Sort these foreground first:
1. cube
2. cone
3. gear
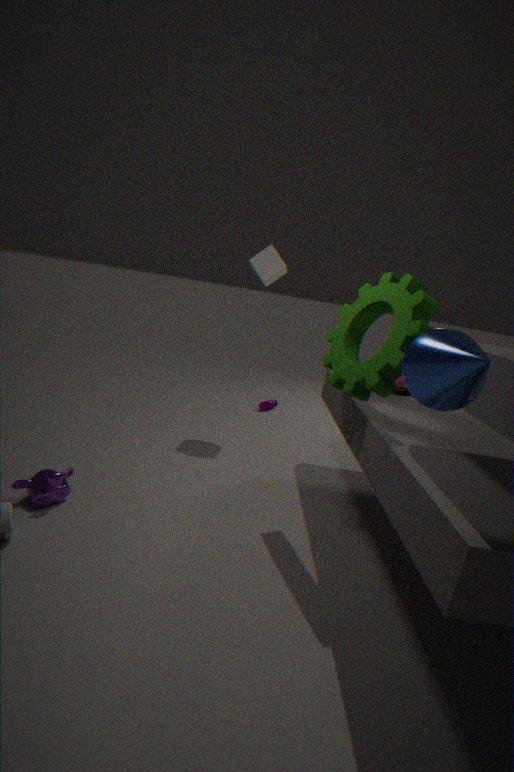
cone, gear, cube
